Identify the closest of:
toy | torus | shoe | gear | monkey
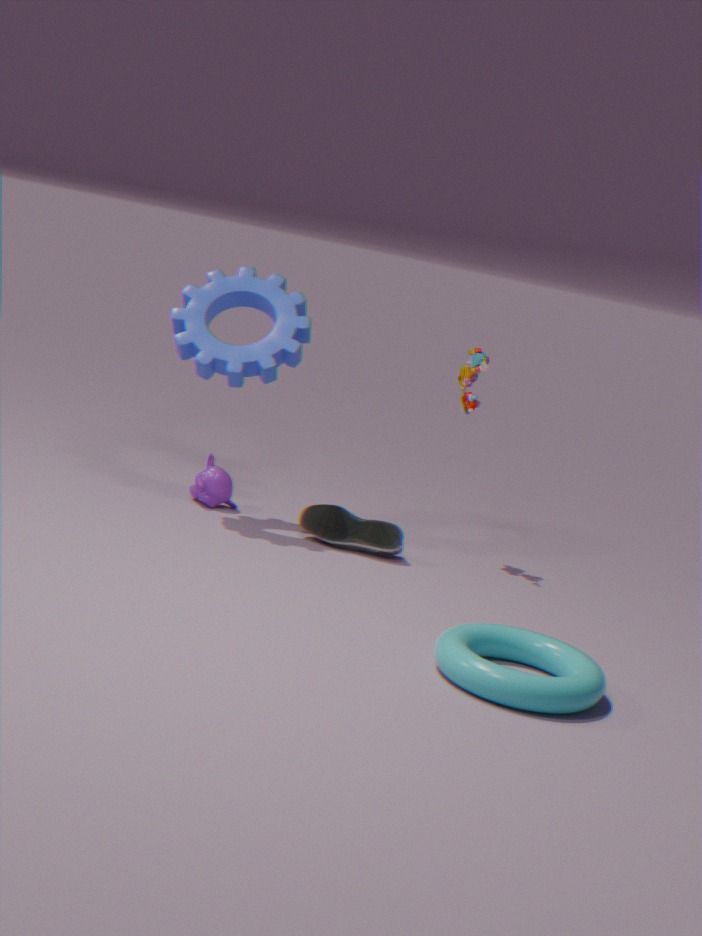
torus
